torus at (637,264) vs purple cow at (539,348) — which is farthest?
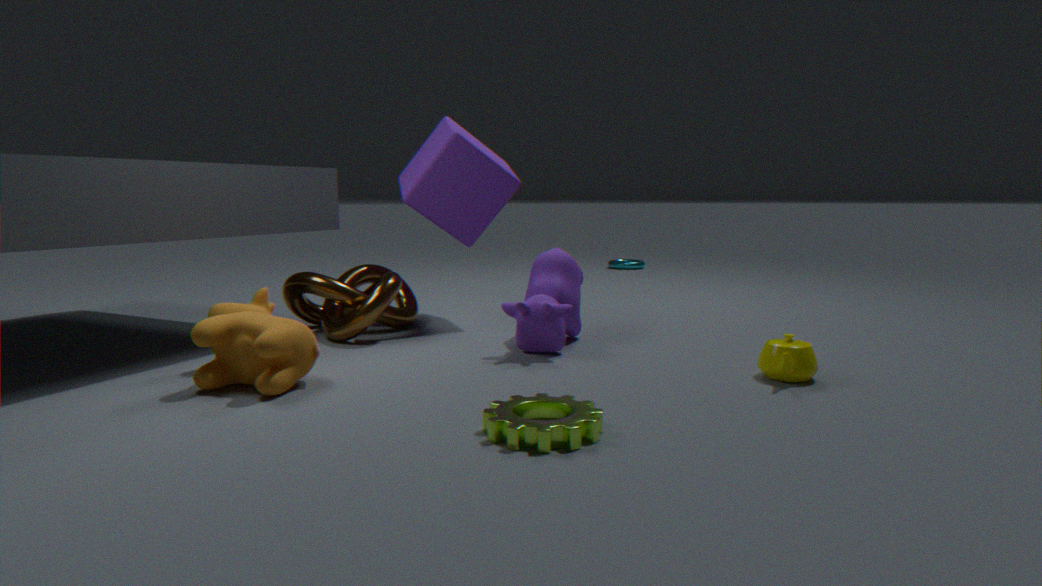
torus at (637,264)
